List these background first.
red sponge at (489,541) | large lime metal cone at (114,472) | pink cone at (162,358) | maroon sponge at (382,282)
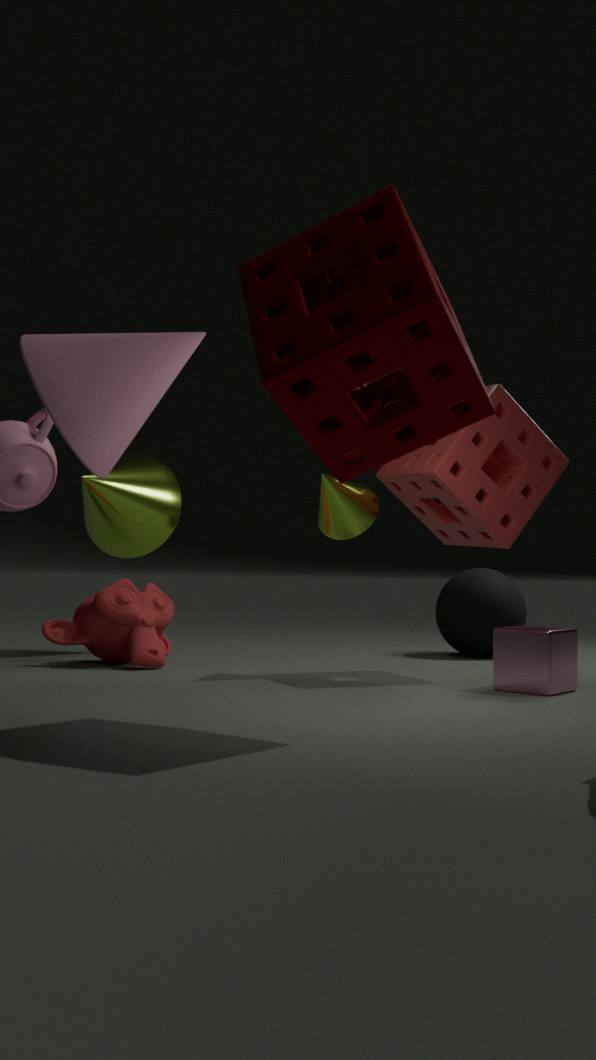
large lime metal cone at (114,472) < red sponge at (489,541) < pink cone at (162,358) < maroon sponge at (382,282)
